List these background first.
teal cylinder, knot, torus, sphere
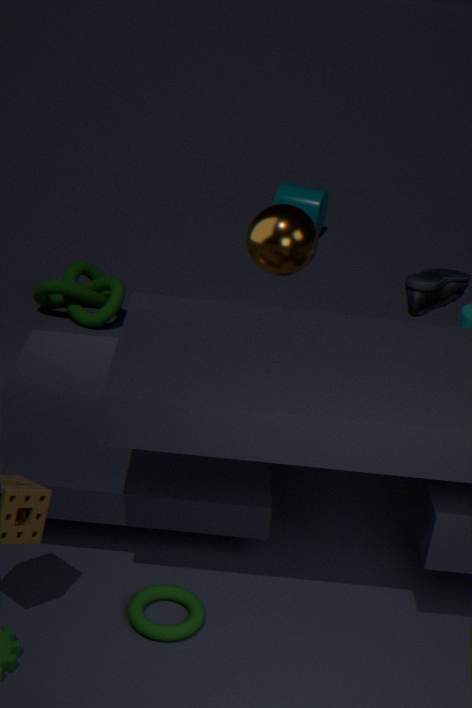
teal cylinder → knot → sphere → torus
